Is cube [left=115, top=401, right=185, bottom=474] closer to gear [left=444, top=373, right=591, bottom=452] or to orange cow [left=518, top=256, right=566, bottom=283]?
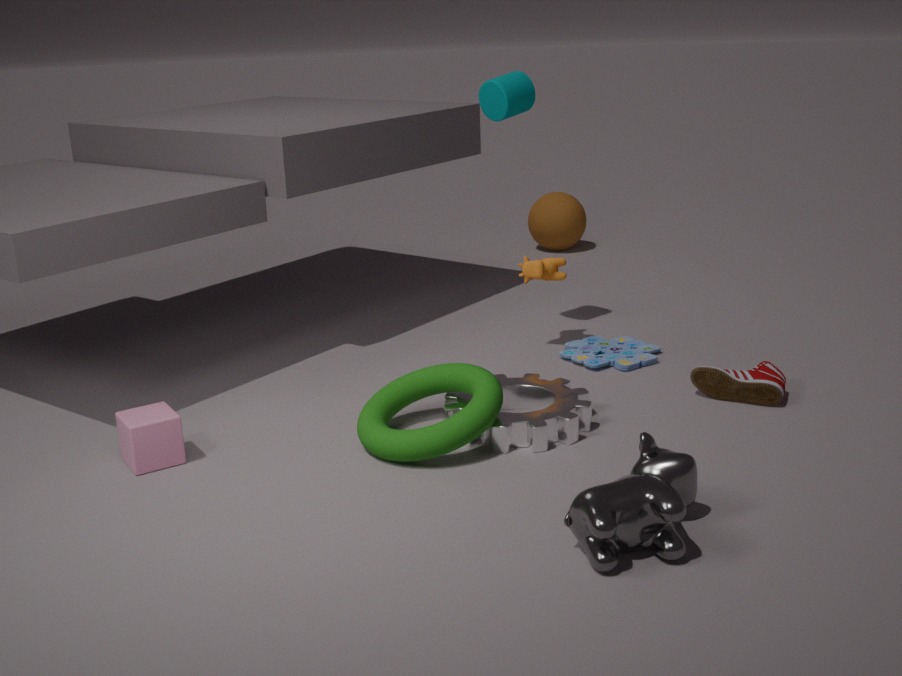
gear [left=444, top=373, right=591, bottom=452]
